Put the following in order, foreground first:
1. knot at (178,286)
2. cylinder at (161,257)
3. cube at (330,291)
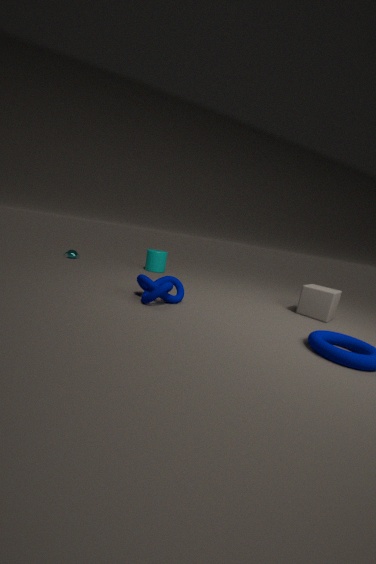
knot at (178,286) < cube at (330,291) < cylinder at (161,257)
